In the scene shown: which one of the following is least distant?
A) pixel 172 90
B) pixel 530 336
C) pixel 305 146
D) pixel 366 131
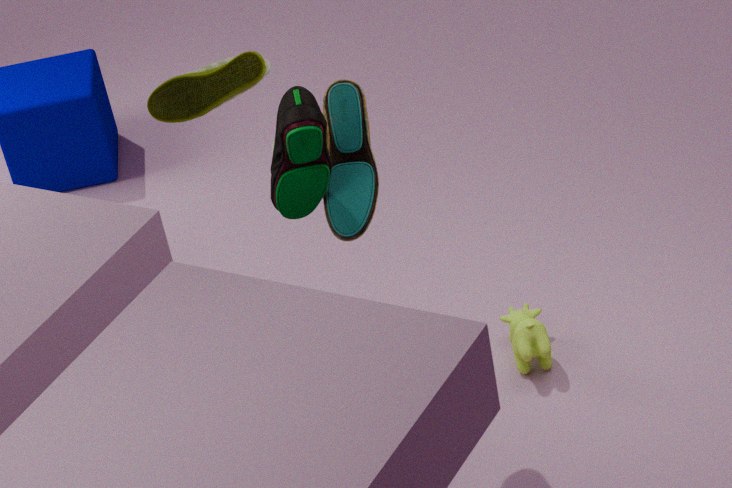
pixel 305 146
